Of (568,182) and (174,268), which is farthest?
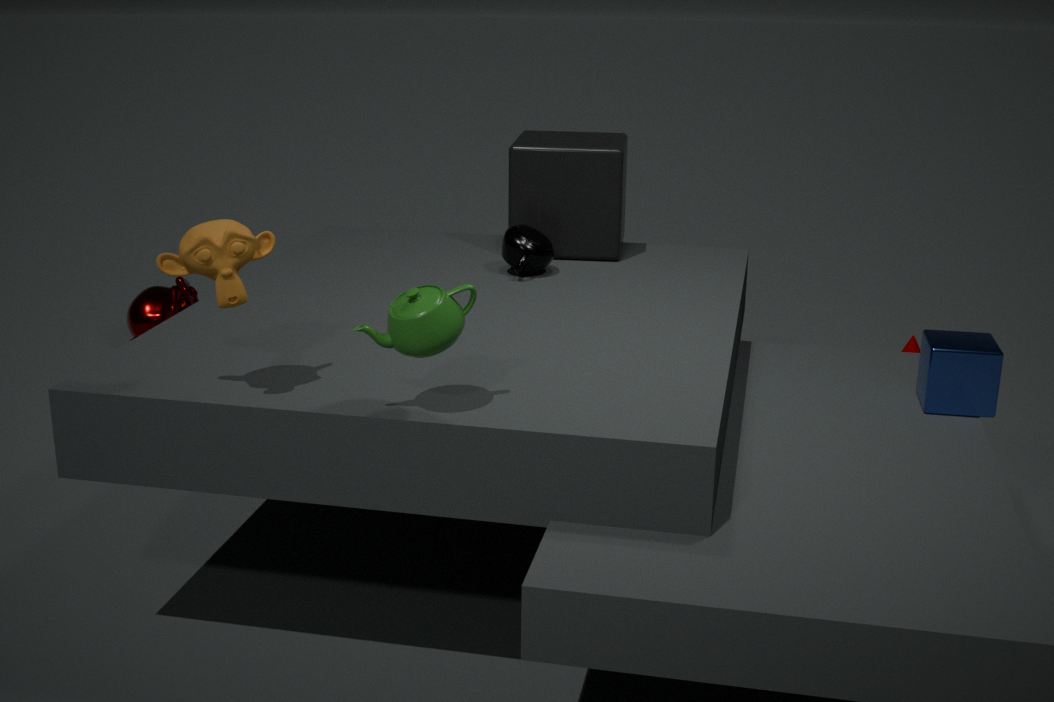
(568,182)
